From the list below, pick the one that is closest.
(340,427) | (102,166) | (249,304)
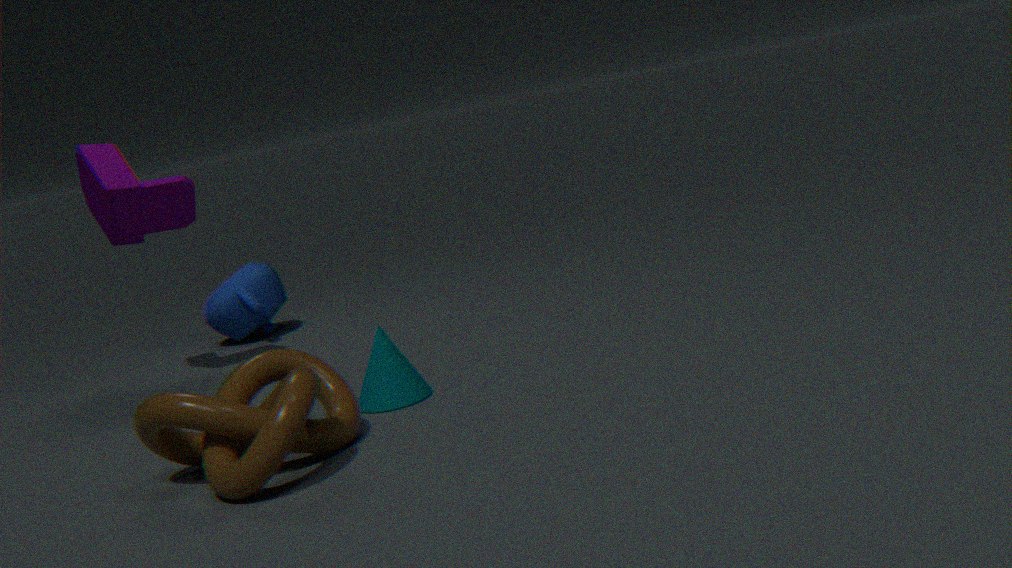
(340,427)
